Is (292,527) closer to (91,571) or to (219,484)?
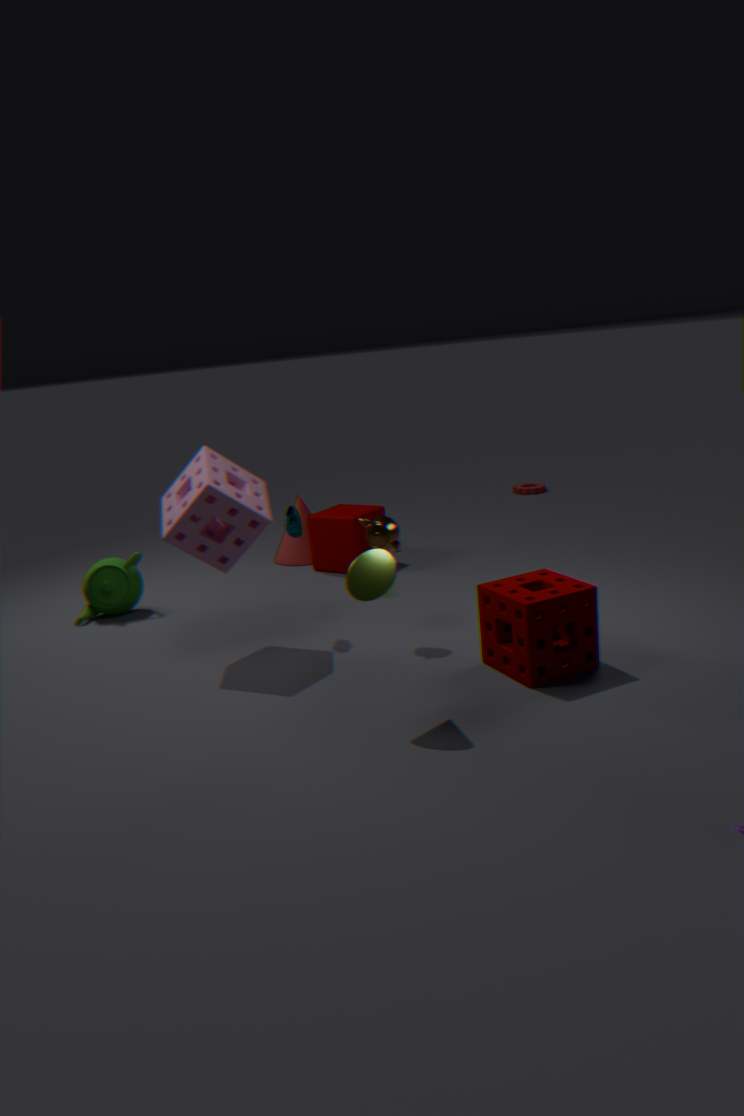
(219,484)
